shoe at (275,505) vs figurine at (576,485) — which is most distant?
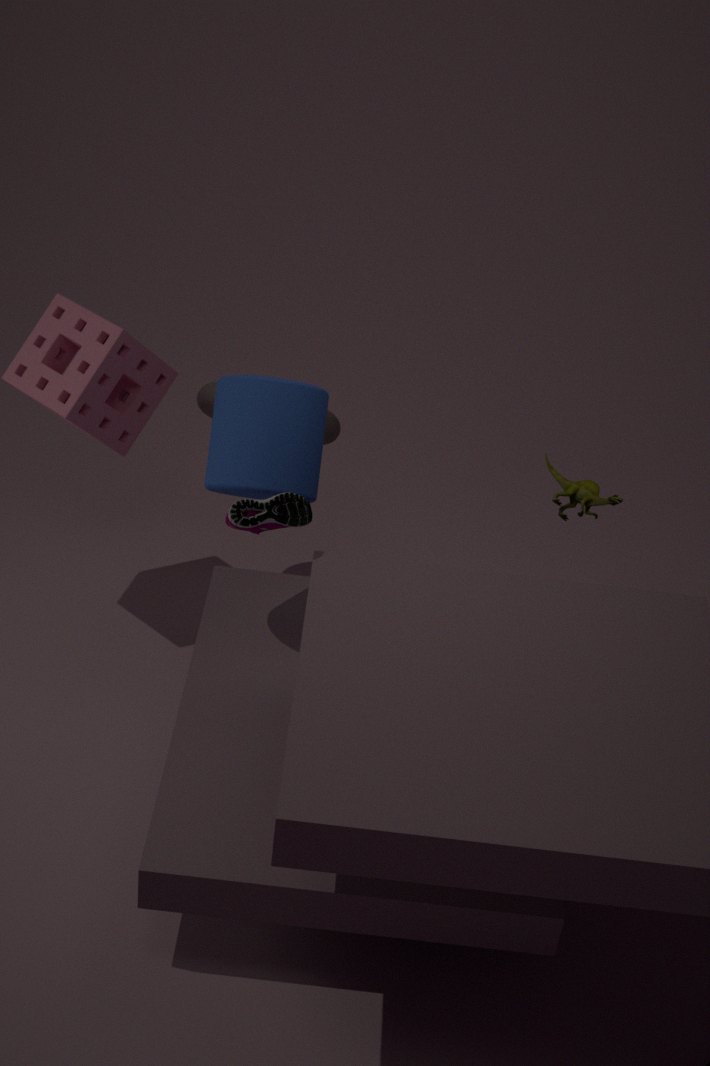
figurine at (576,485)
